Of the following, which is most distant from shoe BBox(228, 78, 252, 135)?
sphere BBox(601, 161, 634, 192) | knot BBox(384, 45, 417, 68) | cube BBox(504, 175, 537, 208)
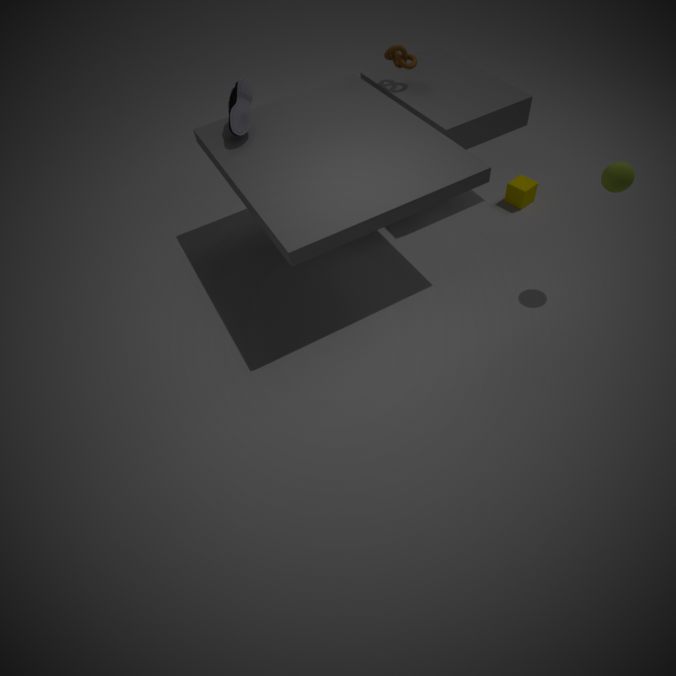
sphere BBox(601, 161, 634, 192)
